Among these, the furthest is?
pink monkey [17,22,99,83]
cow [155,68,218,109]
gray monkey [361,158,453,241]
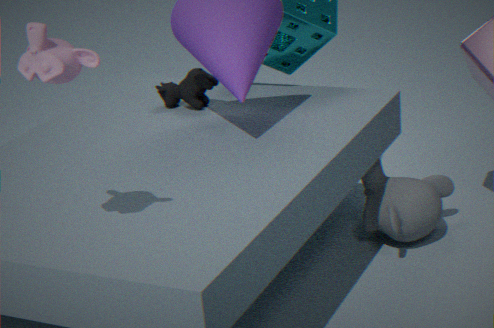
cow [155,68,218,109]
